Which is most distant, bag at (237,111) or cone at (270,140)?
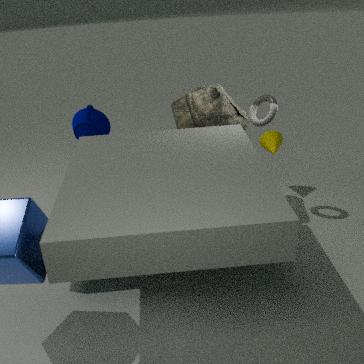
cone at (270,140)
